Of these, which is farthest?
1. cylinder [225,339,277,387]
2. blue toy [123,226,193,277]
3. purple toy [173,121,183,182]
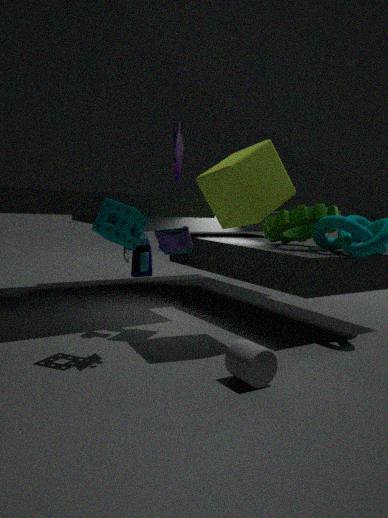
blue toy [123,226,193,277]
